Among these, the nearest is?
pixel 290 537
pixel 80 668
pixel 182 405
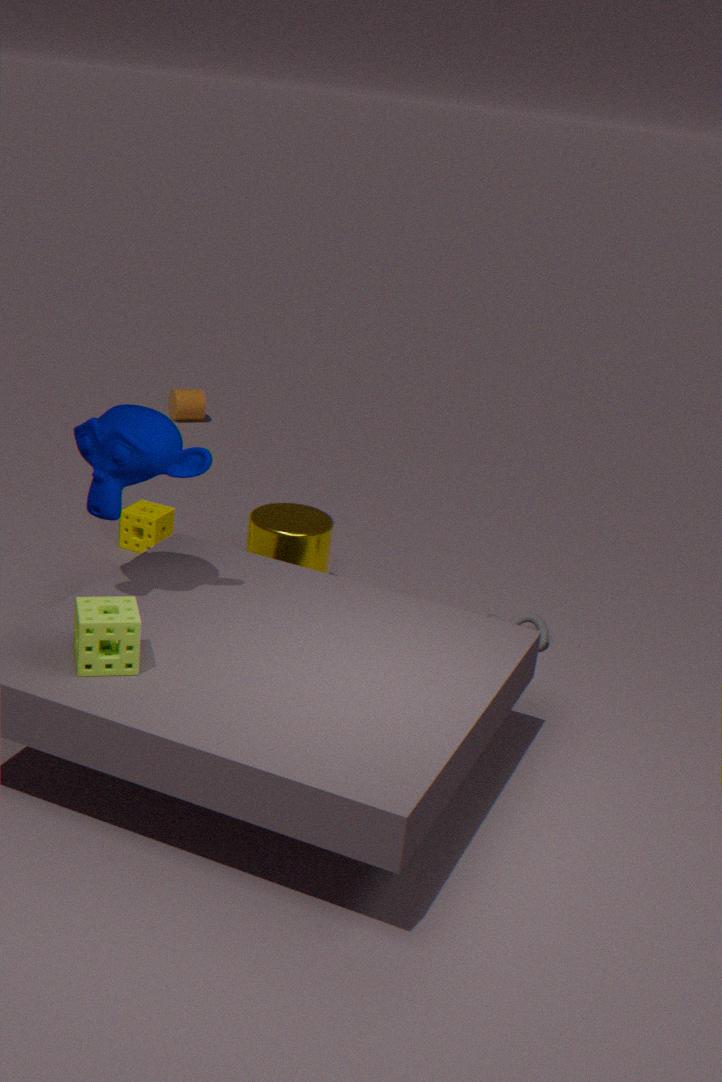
pixel 80 668
